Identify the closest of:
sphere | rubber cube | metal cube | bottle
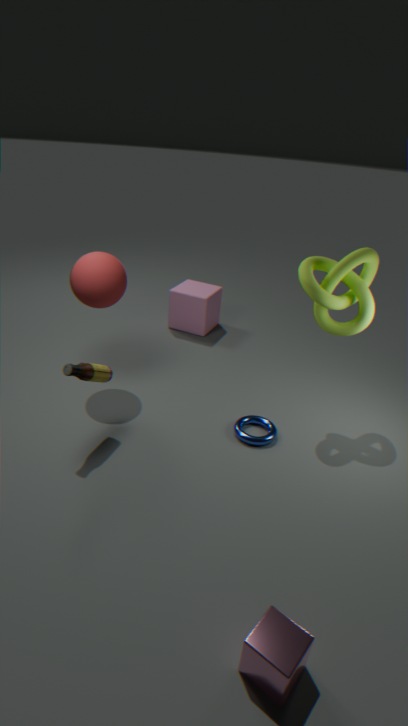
metal cube
